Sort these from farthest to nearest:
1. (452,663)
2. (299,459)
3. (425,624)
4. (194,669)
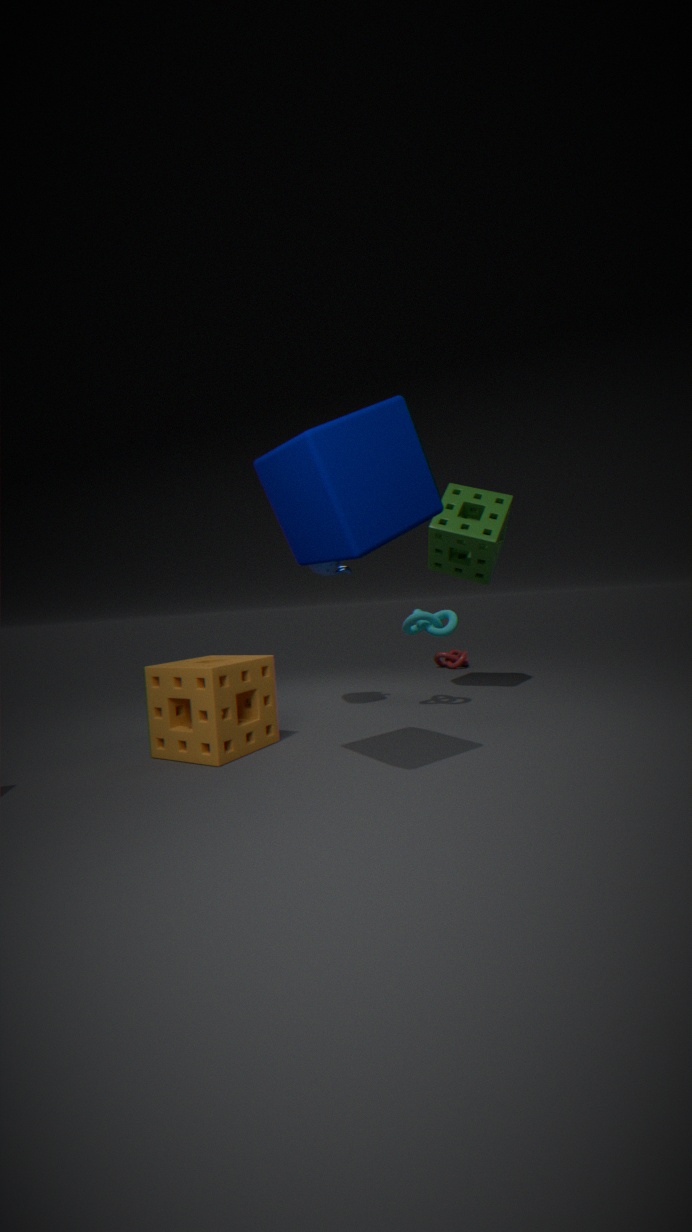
(452,663), (425,624), (194,669), (299,459)
